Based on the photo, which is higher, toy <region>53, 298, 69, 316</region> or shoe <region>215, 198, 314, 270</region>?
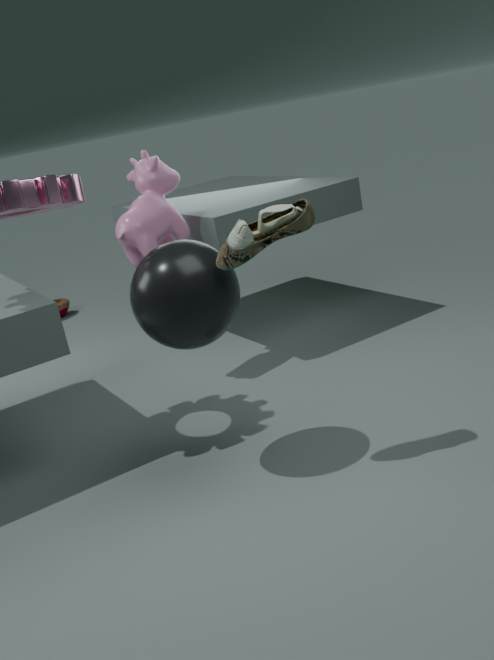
shoe <region>215, 198, 314, 270</region>
